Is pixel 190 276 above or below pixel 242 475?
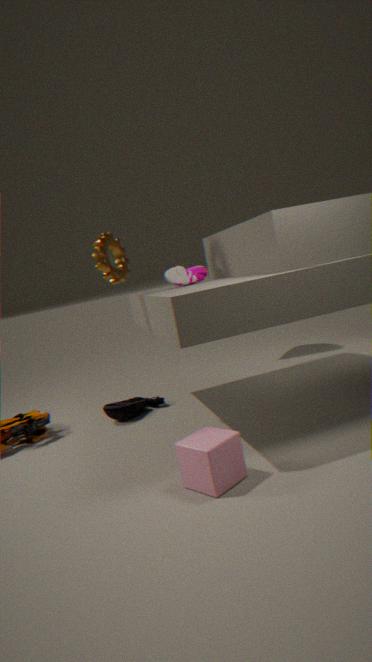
above
